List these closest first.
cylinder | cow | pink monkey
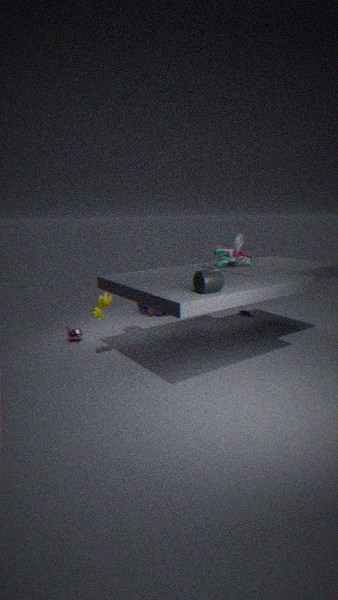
cylinder < cow < pink monkey
